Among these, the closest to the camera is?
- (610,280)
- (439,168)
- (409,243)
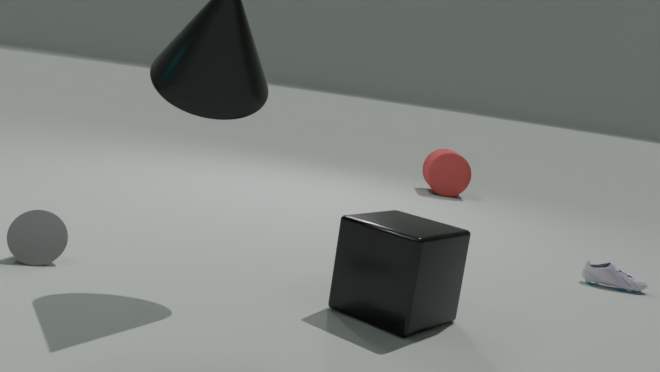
(409,243)
